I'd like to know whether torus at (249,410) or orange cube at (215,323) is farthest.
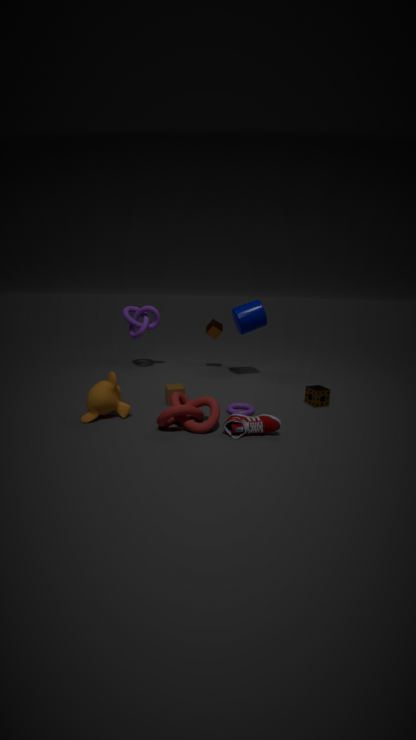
orange cube at (215,323)
